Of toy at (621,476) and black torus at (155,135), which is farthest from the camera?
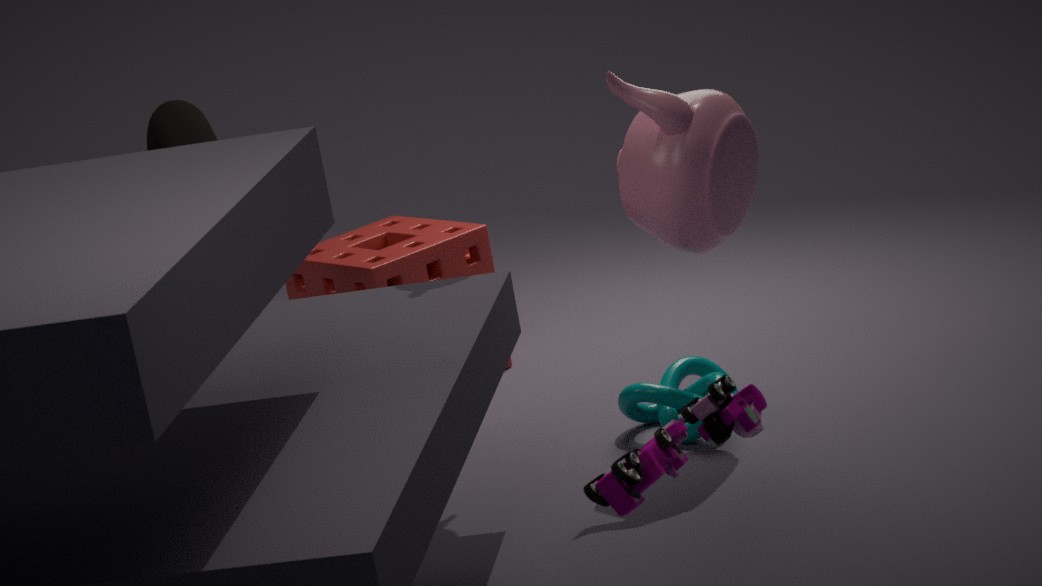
black torus at (155,135)
